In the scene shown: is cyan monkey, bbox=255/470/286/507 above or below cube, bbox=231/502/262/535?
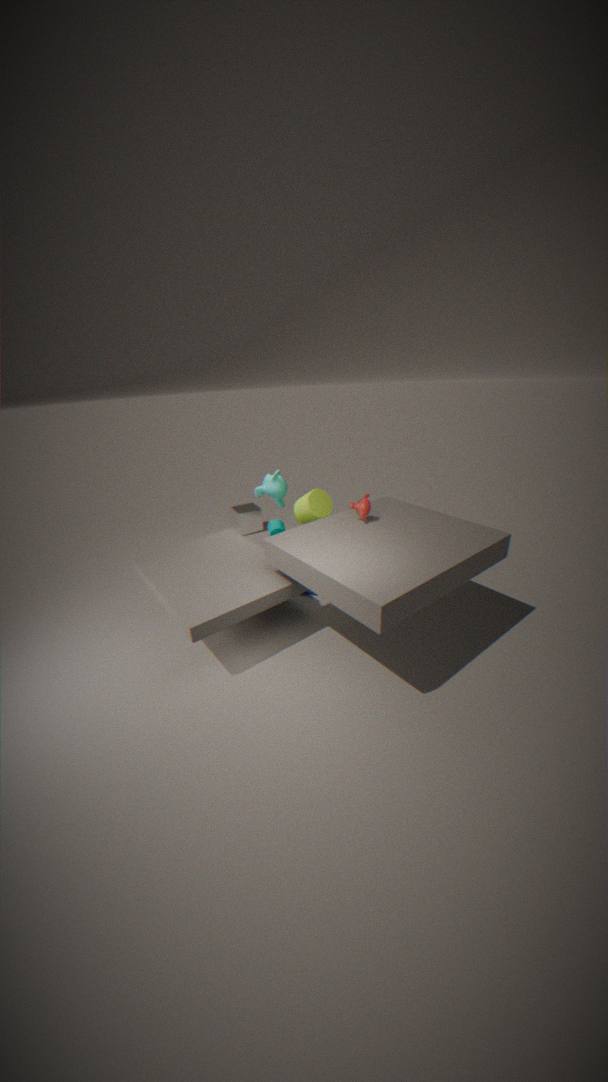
above
